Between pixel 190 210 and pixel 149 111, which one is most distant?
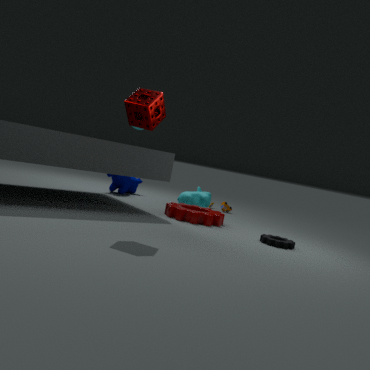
pixel 190 210
